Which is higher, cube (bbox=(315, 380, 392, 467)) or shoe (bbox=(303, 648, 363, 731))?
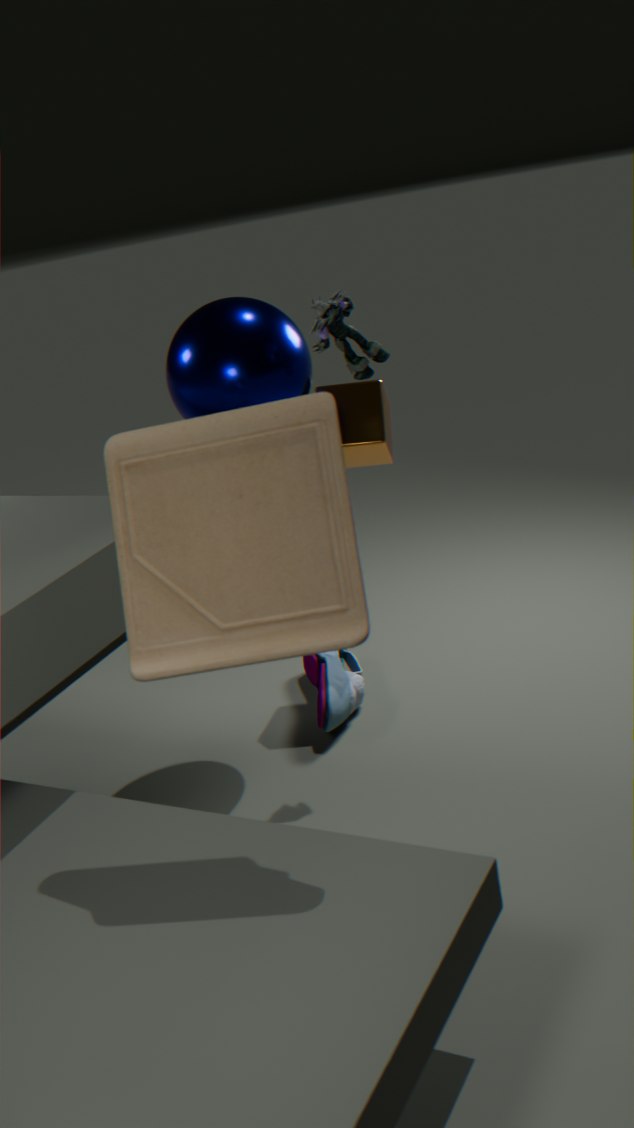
cube (bbox=(315, 380, 392, 467))
